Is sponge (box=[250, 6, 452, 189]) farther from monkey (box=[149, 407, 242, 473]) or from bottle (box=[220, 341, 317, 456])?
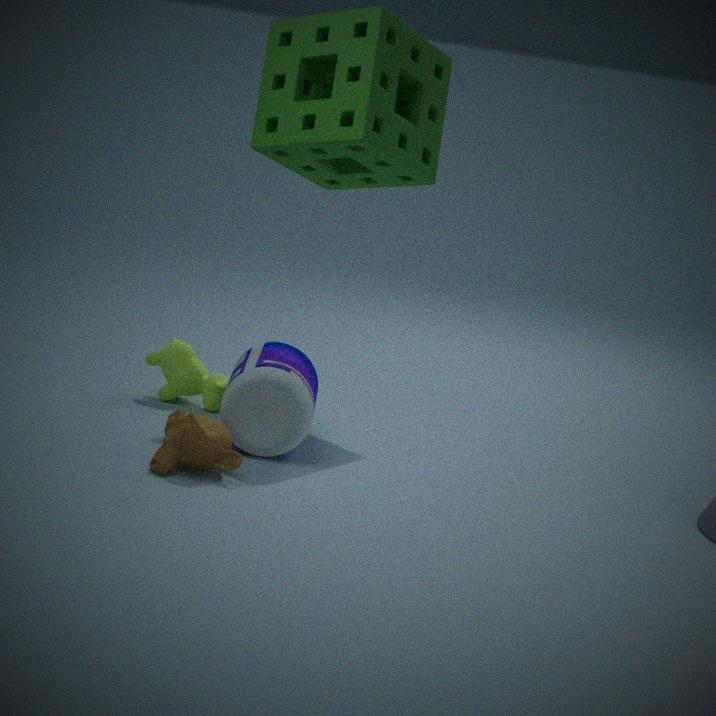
monkey (box=[149, 407, 242, 473])
